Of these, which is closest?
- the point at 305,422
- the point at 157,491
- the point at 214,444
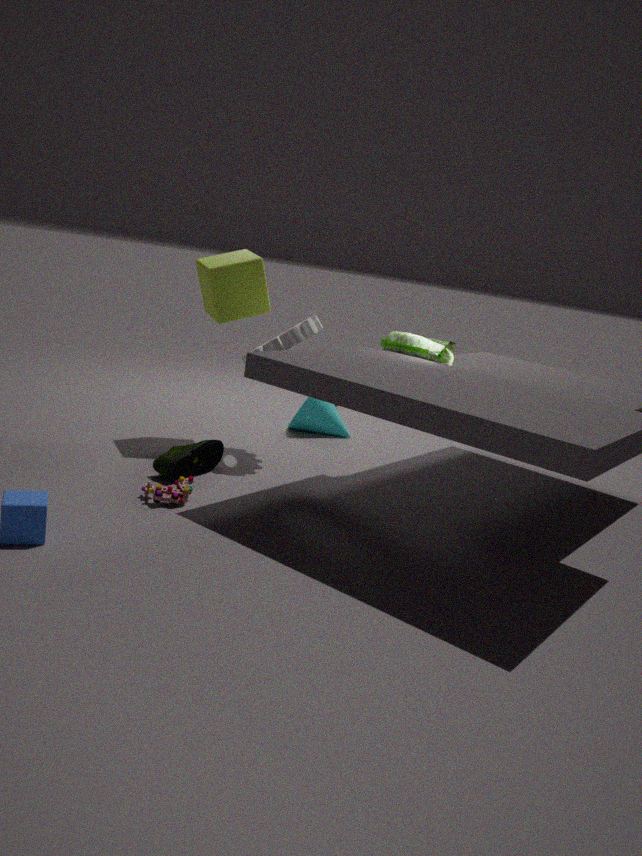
the point at 157,491
